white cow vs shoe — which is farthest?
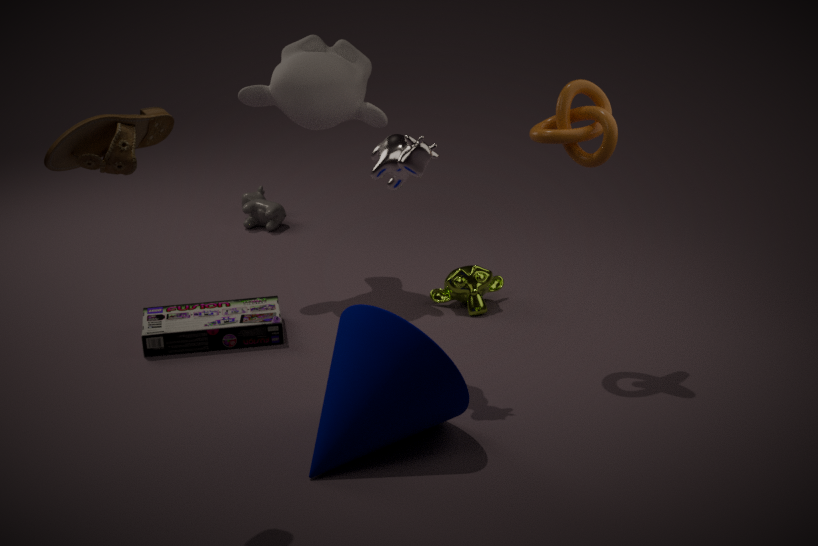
white cow
